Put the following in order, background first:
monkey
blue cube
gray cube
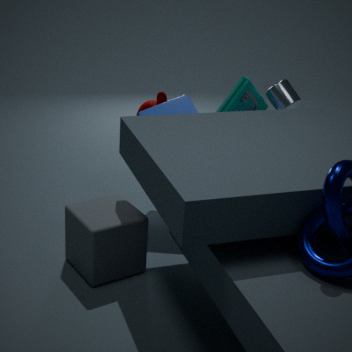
monkey, blue cube, gray cube
